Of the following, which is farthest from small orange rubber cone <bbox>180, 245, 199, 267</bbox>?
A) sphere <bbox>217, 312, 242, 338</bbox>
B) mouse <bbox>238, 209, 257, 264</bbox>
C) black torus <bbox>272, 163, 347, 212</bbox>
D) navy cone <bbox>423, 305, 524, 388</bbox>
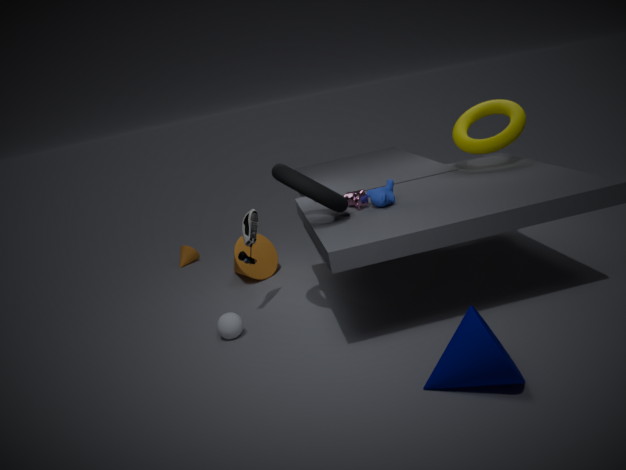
navy cone <bbox>423, 305, 524, 388</bbox>
